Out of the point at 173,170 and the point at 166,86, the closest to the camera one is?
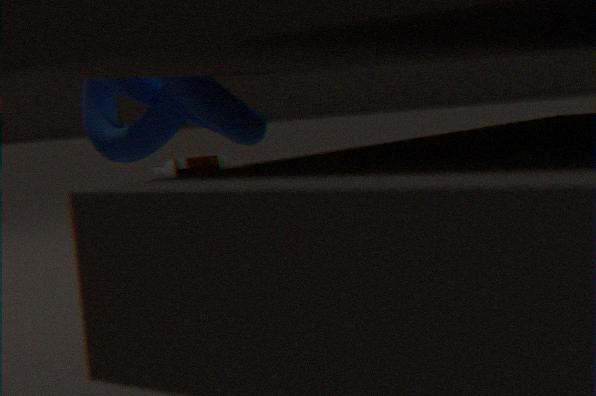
the point at 166,86
